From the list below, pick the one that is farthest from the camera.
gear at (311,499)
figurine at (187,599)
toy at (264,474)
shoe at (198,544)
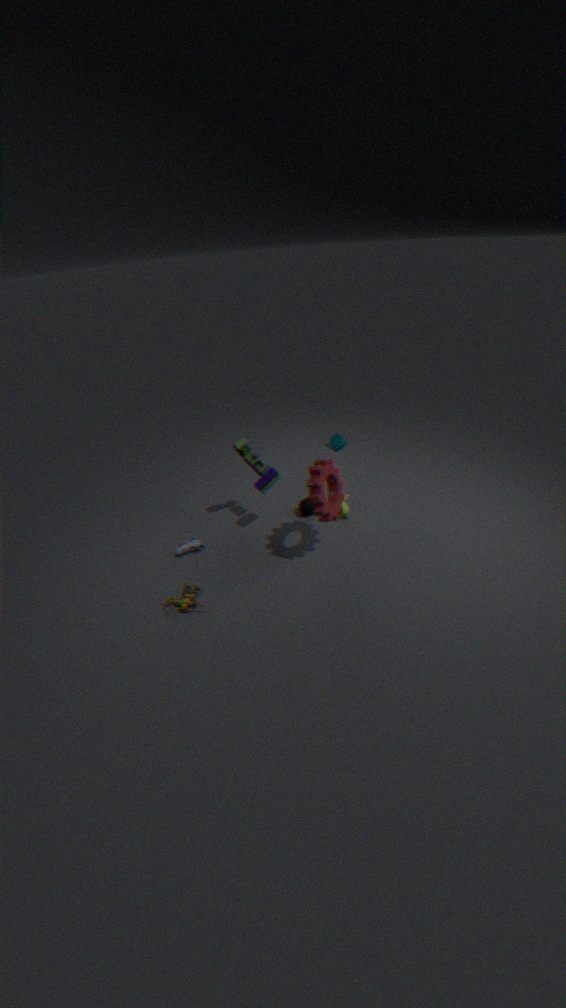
shoe at (198,544)
